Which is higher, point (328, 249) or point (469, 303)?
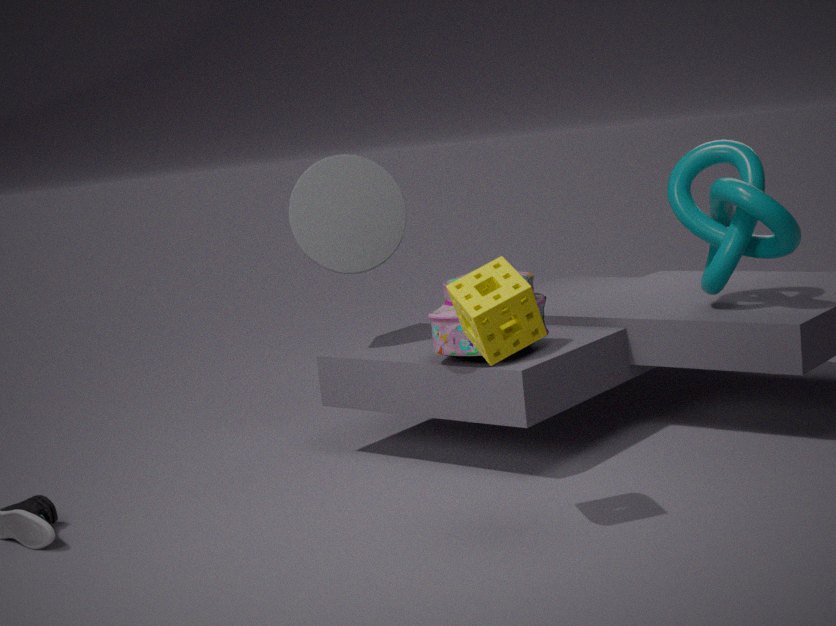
point (328, 249)
